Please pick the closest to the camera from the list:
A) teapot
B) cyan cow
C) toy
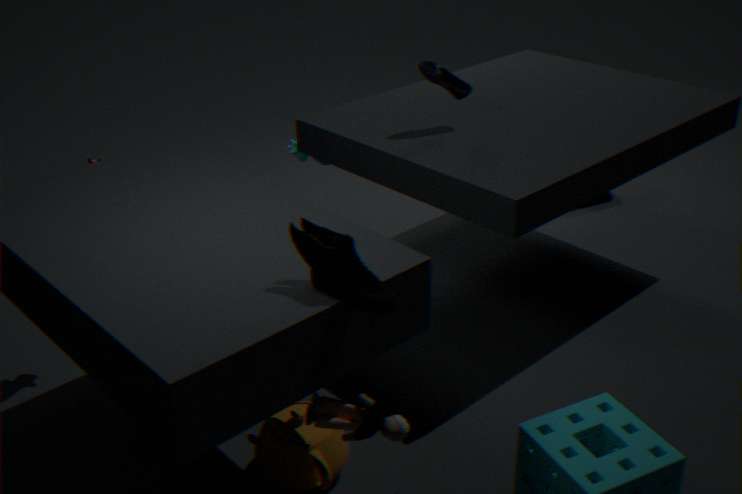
toy
